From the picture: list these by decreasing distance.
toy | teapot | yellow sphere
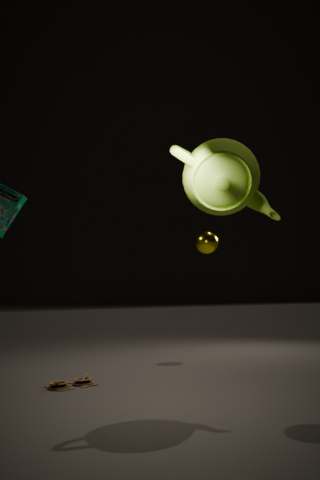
1. yellow sphere
2. toy
3. teapot
